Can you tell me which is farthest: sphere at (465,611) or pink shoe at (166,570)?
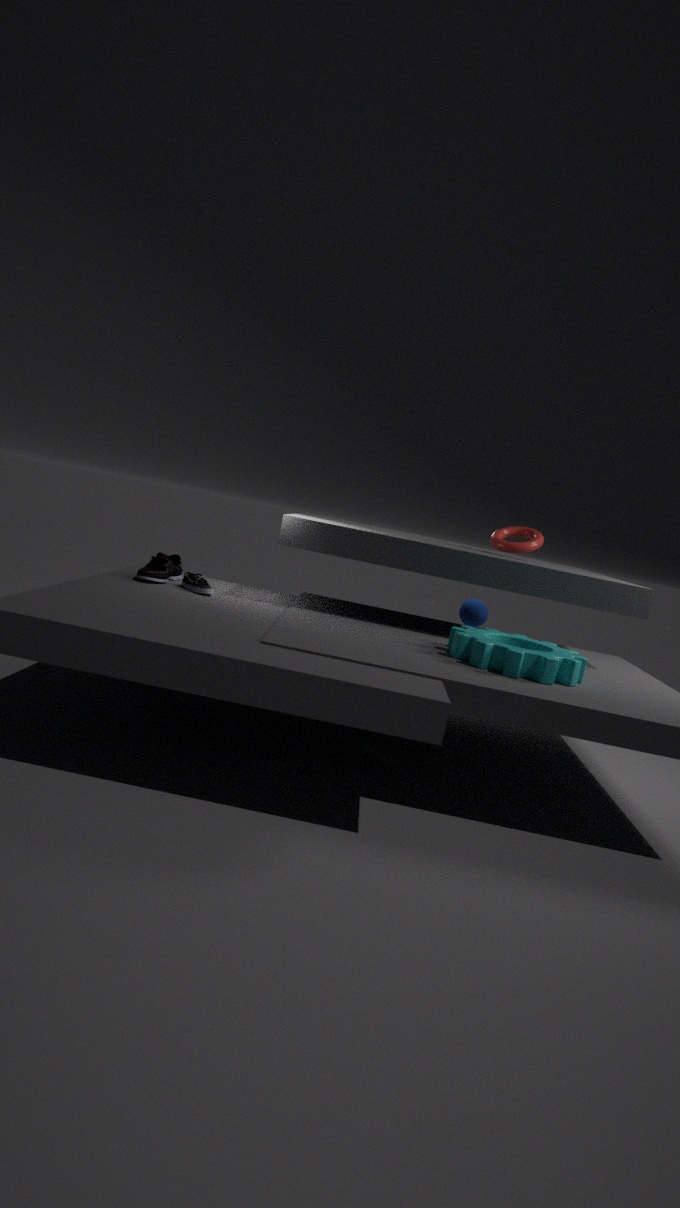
sphere at (465,611)
